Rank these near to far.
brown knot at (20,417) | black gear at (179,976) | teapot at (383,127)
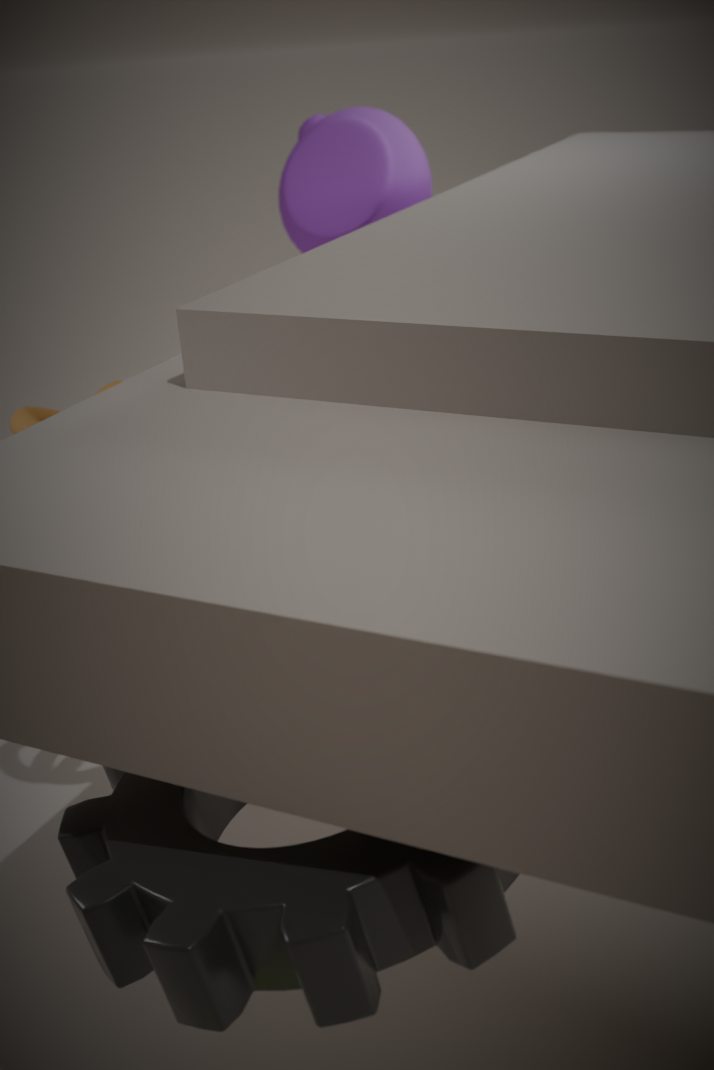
black gear at (179,976) < brown knot at (20,417) < teapot at (383,127)
